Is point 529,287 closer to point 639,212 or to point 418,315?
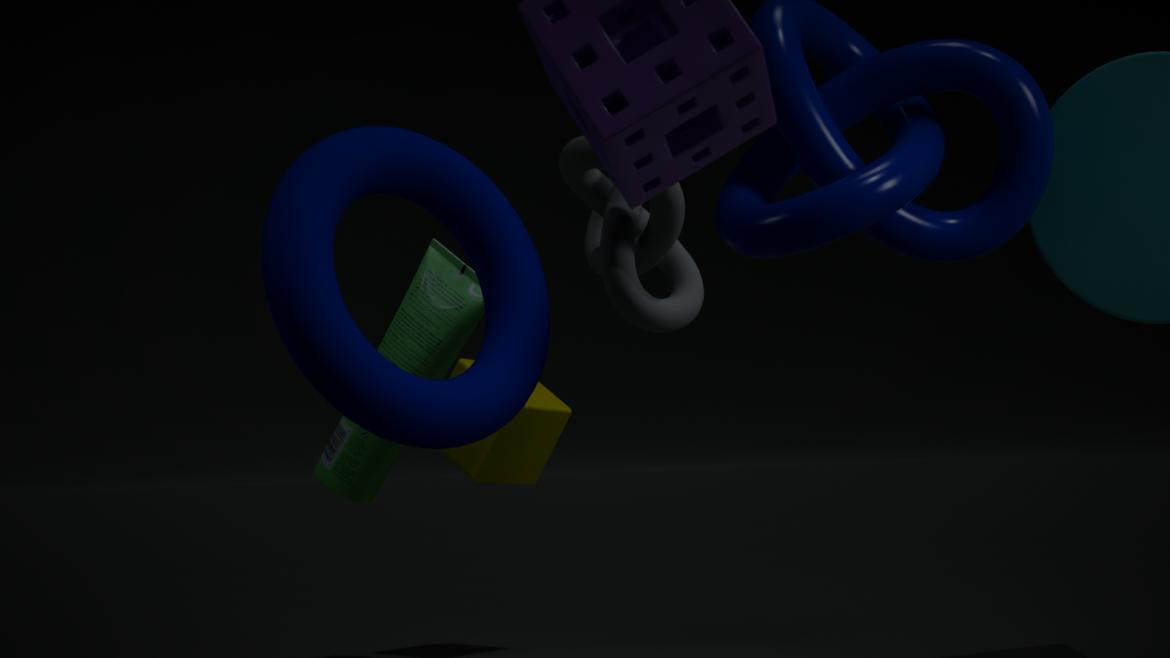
point 418,315
